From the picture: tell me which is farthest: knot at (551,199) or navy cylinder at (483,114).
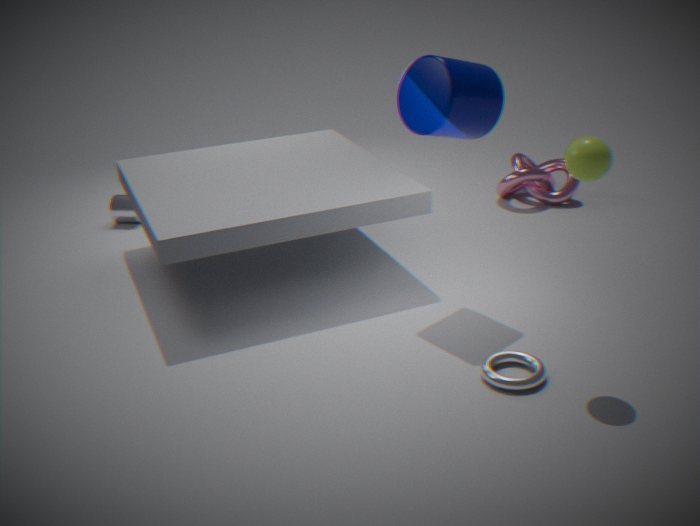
knot at (551,199)
